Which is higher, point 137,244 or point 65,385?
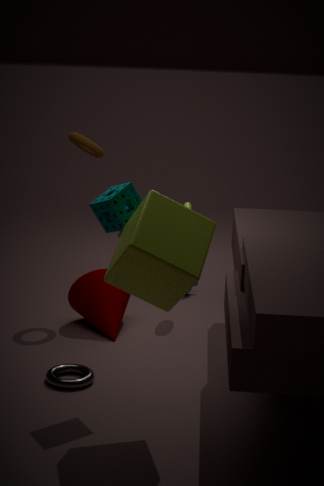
point 137,244
